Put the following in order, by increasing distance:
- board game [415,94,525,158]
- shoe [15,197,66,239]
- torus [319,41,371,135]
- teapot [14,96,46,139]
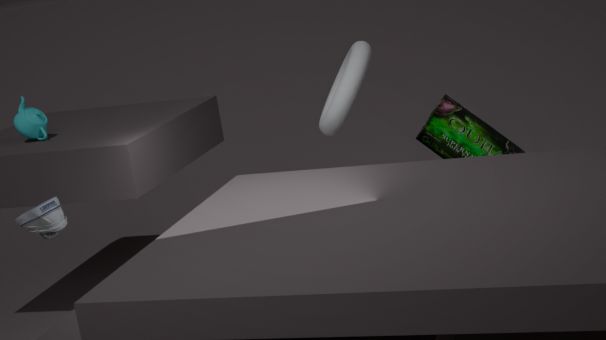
1. shoe [15,197,66,239]
2. board game [415,94,525,158]
3. teapot [14,96,46,139]
4. torus [319,41,371,135]
